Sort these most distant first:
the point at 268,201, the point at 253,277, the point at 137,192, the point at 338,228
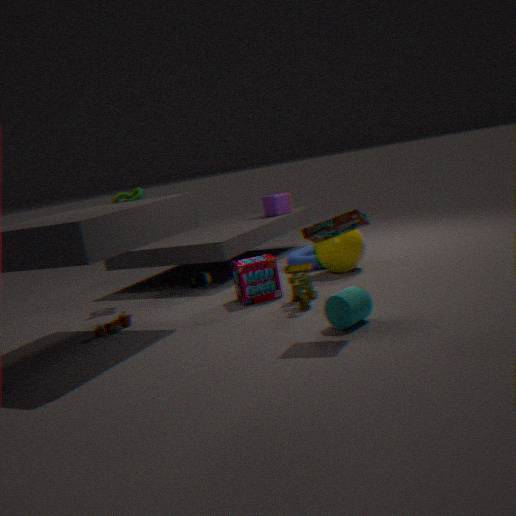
1. the point at 268,201
2. the point at 137,192
3. the point at 253,277
4. the point at 338,228
